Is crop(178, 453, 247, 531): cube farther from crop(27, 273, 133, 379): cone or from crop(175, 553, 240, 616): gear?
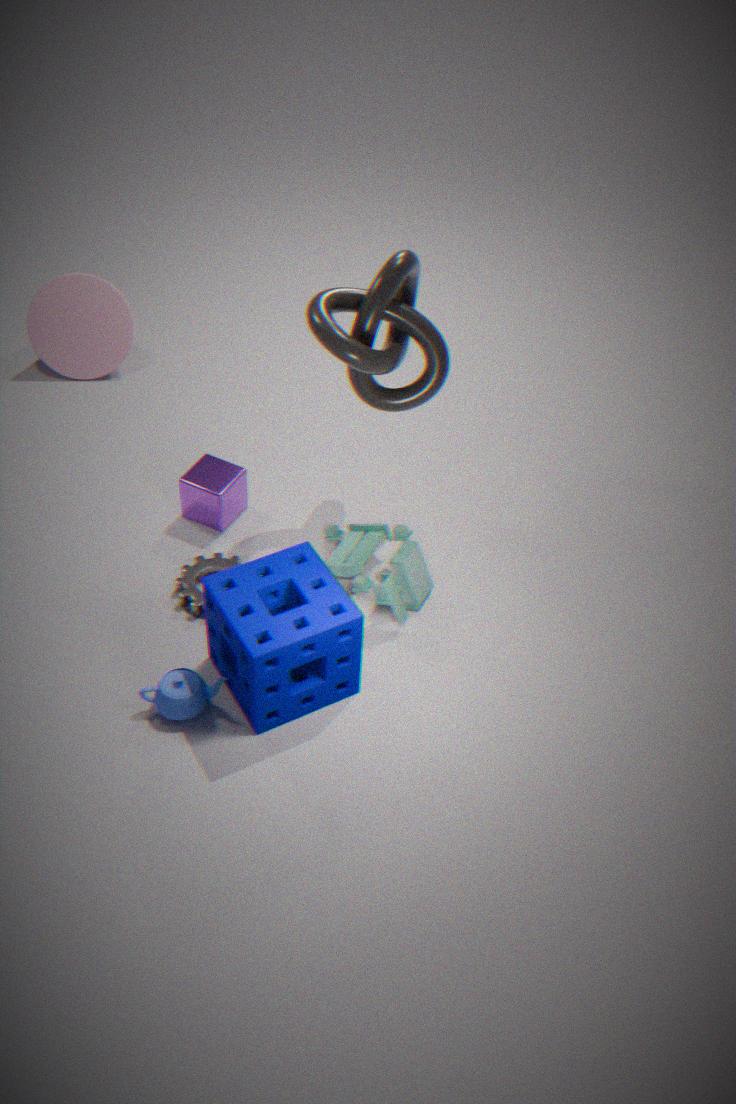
crop(27, 273, 133, 379): cone
